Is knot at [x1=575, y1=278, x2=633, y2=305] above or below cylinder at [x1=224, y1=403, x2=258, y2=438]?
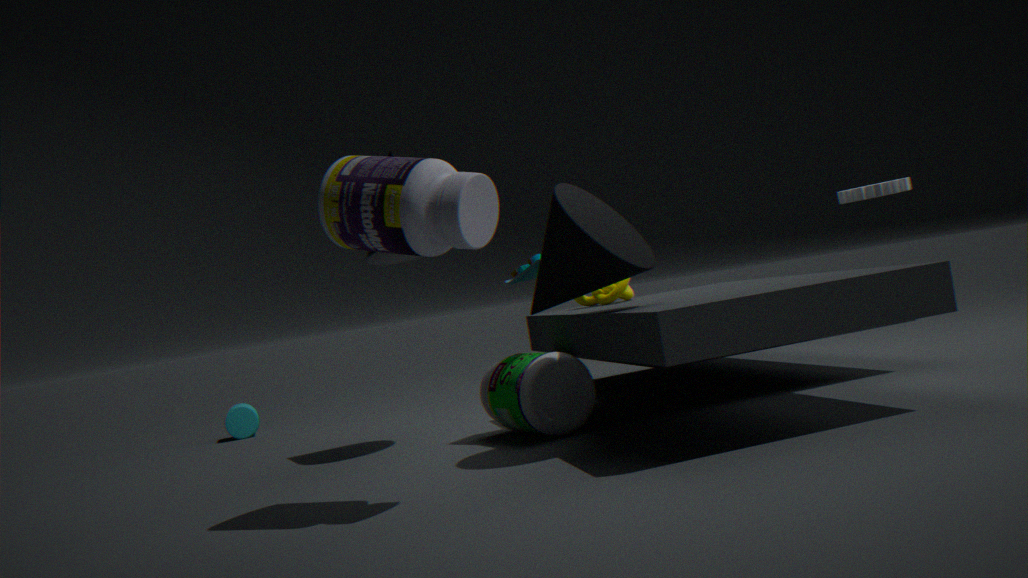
above
